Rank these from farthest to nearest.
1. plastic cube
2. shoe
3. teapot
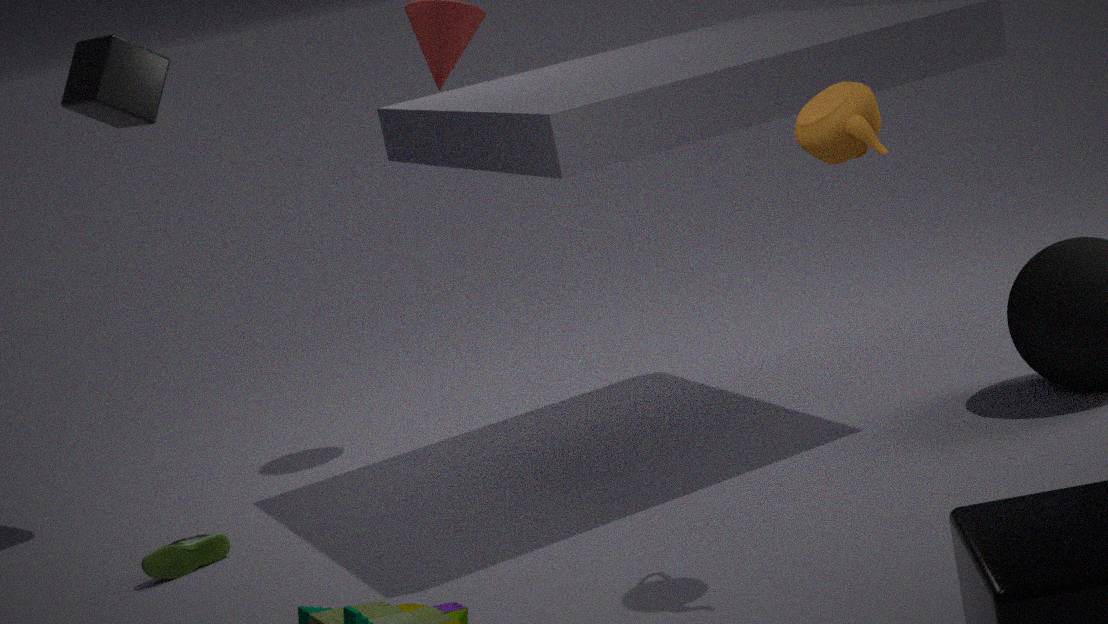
1. plastic cube
2. shoe
3. teapot
